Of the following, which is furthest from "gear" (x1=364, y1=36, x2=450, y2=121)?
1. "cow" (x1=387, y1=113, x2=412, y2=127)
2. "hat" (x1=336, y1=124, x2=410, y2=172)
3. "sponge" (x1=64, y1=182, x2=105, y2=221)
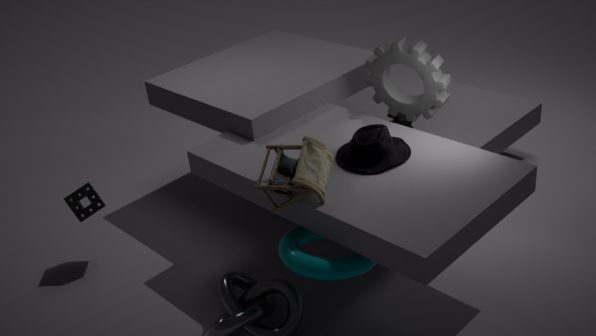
"sponge" (x1=64, y1=182, x2=105, y2=221)
